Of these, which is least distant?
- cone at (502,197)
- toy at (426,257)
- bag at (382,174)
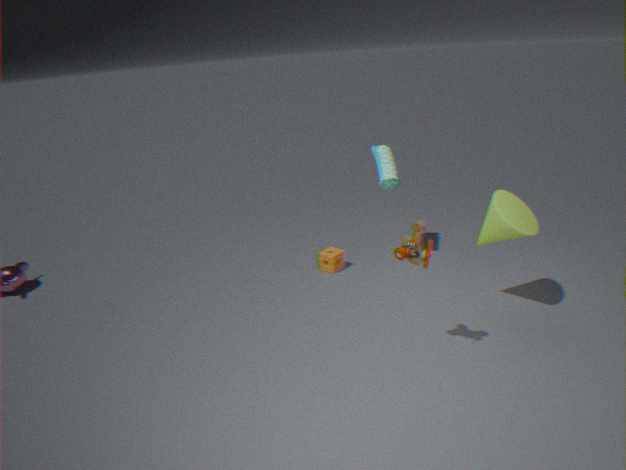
toy at (426,257)
